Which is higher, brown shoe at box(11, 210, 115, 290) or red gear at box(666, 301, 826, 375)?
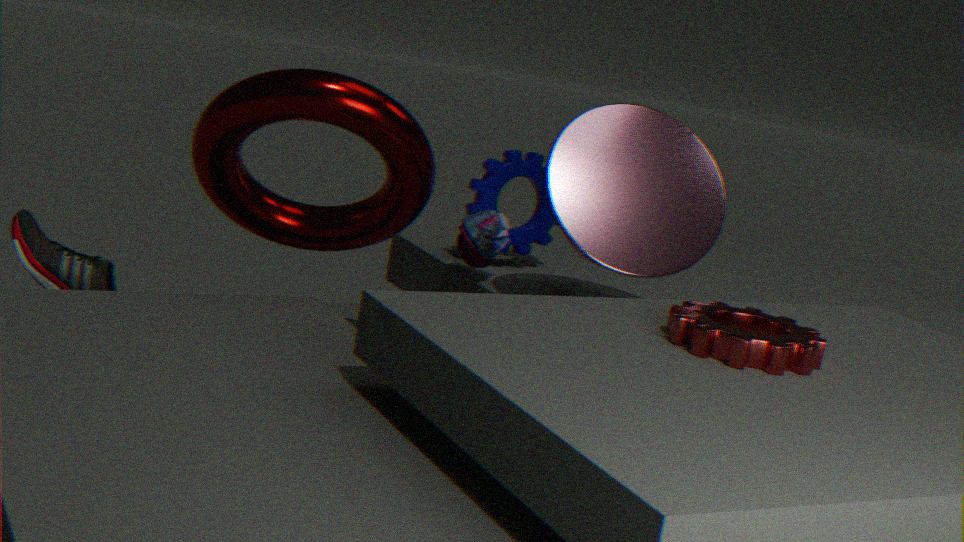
red gear at box(666, 301, 826, 375)
